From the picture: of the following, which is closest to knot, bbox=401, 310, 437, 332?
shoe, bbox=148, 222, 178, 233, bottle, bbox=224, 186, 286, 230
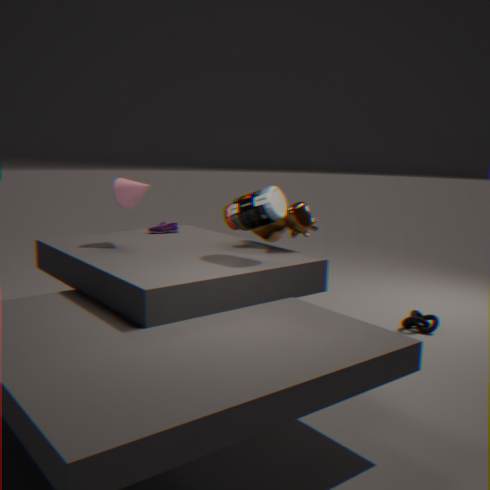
bottle, bbox=224, 186, 286, 230
